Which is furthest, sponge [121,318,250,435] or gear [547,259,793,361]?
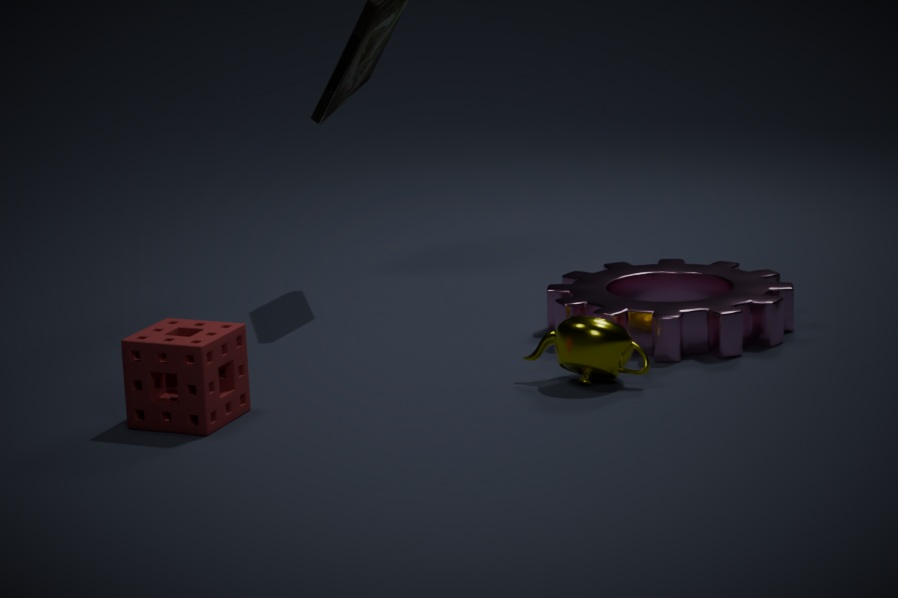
gear [547,259,793,361]
